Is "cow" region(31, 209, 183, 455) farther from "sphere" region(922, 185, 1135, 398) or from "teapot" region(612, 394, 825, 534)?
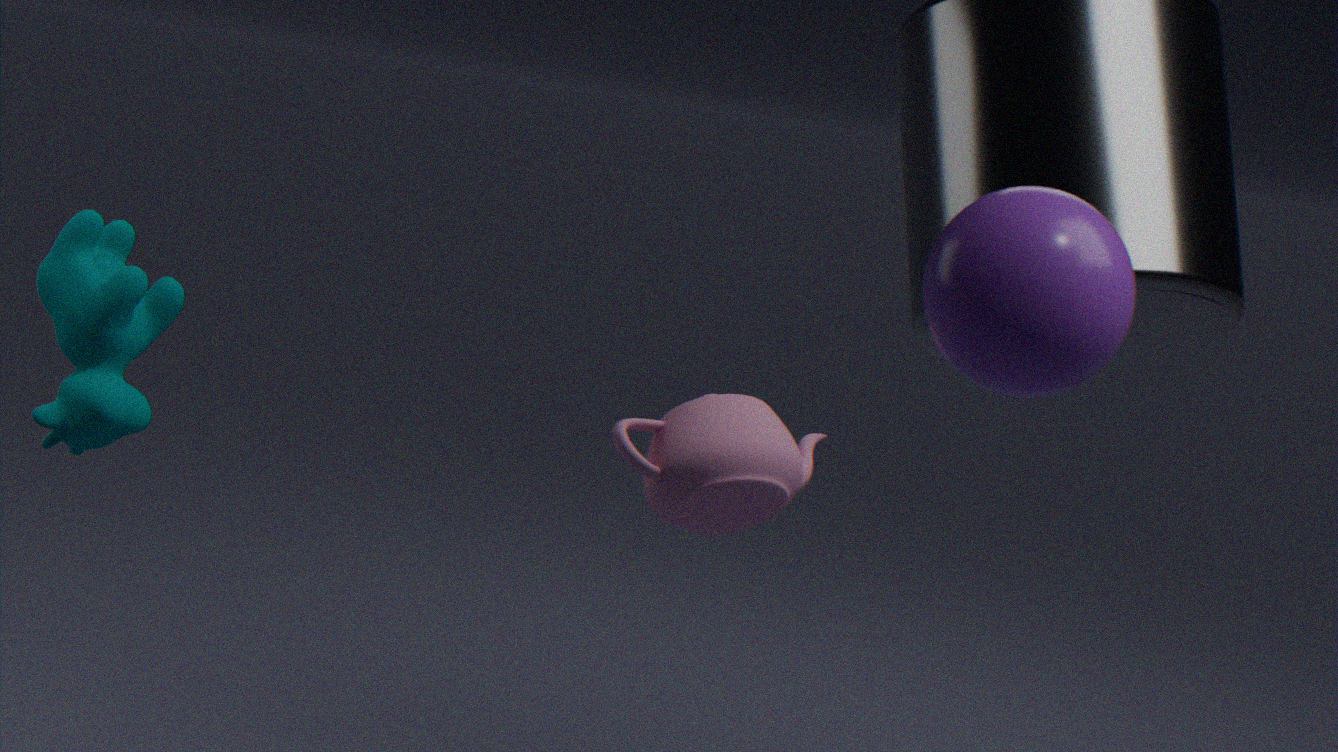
"sphere" region(922, 185, 1135, 398)
